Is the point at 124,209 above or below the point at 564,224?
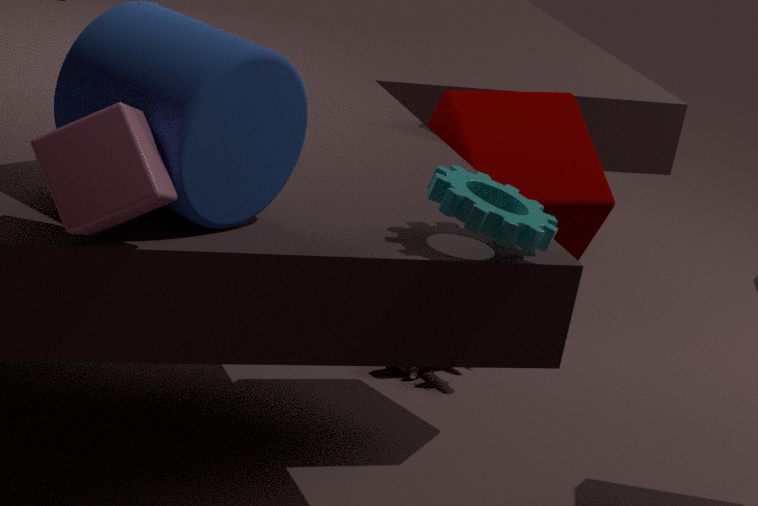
above
